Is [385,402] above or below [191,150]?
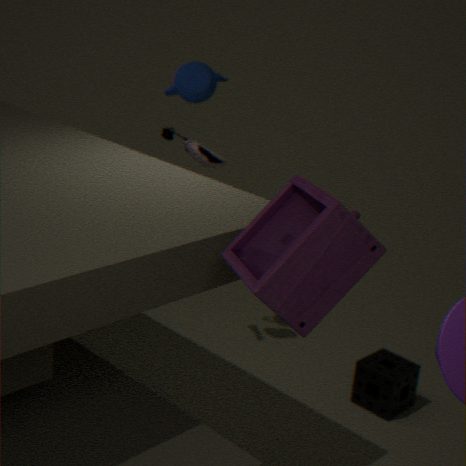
below
